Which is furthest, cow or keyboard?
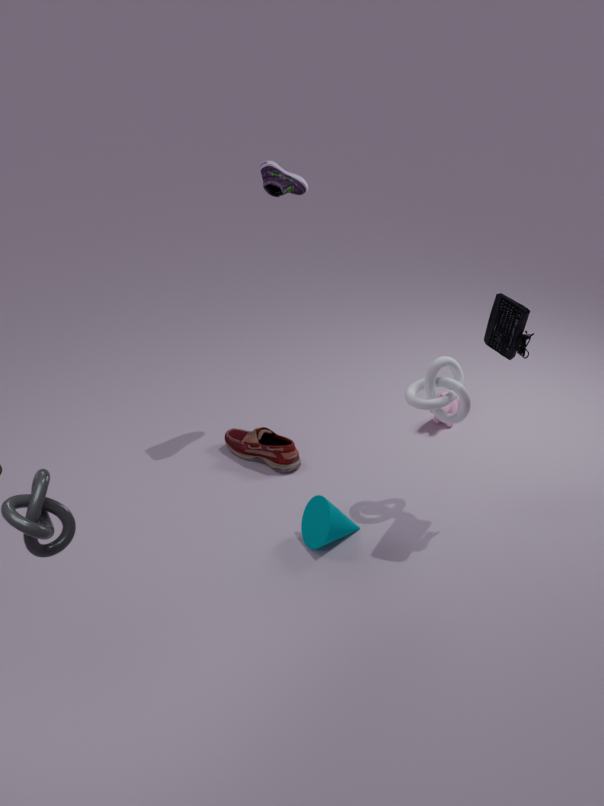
cow
